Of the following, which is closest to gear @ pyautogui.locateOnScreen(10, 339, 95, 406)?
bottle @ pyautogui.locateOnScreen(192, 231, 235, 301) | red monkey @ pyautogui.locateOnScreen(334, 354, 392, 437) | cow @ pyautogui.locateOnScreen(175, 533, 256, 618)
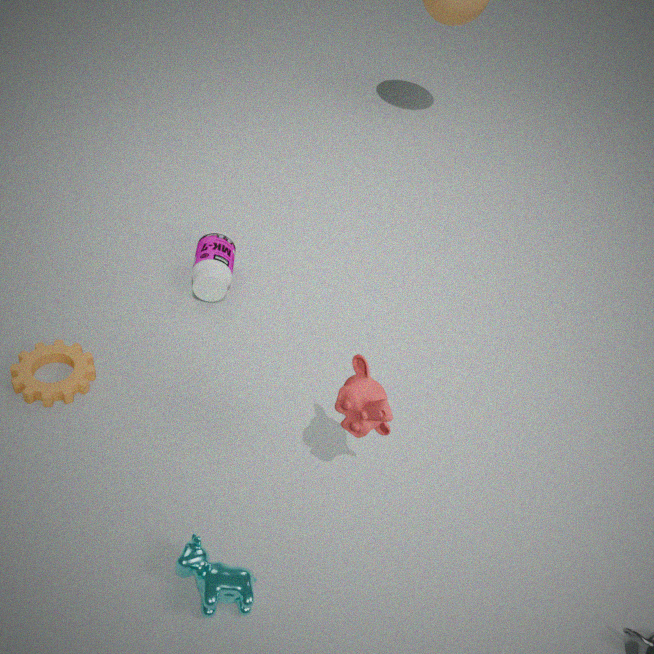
bottle @ pyautogui.locateOnScreen(192, 231, 235, 301)
